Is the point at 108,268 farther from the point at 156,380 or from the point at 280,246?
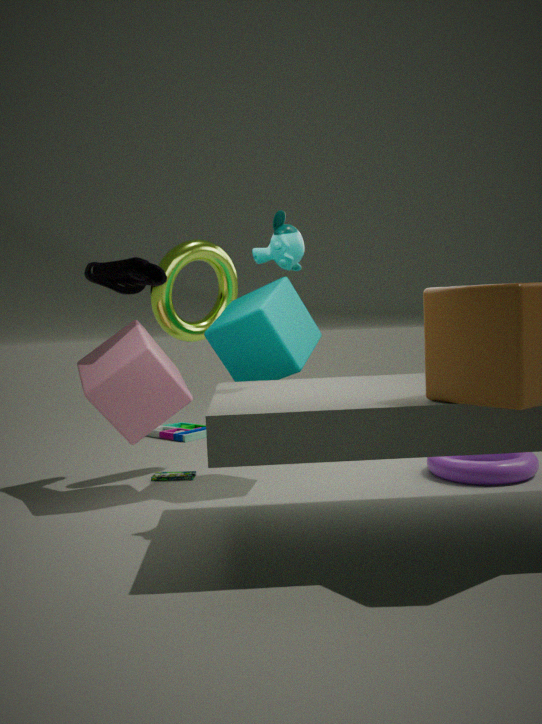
the point at 280,246
